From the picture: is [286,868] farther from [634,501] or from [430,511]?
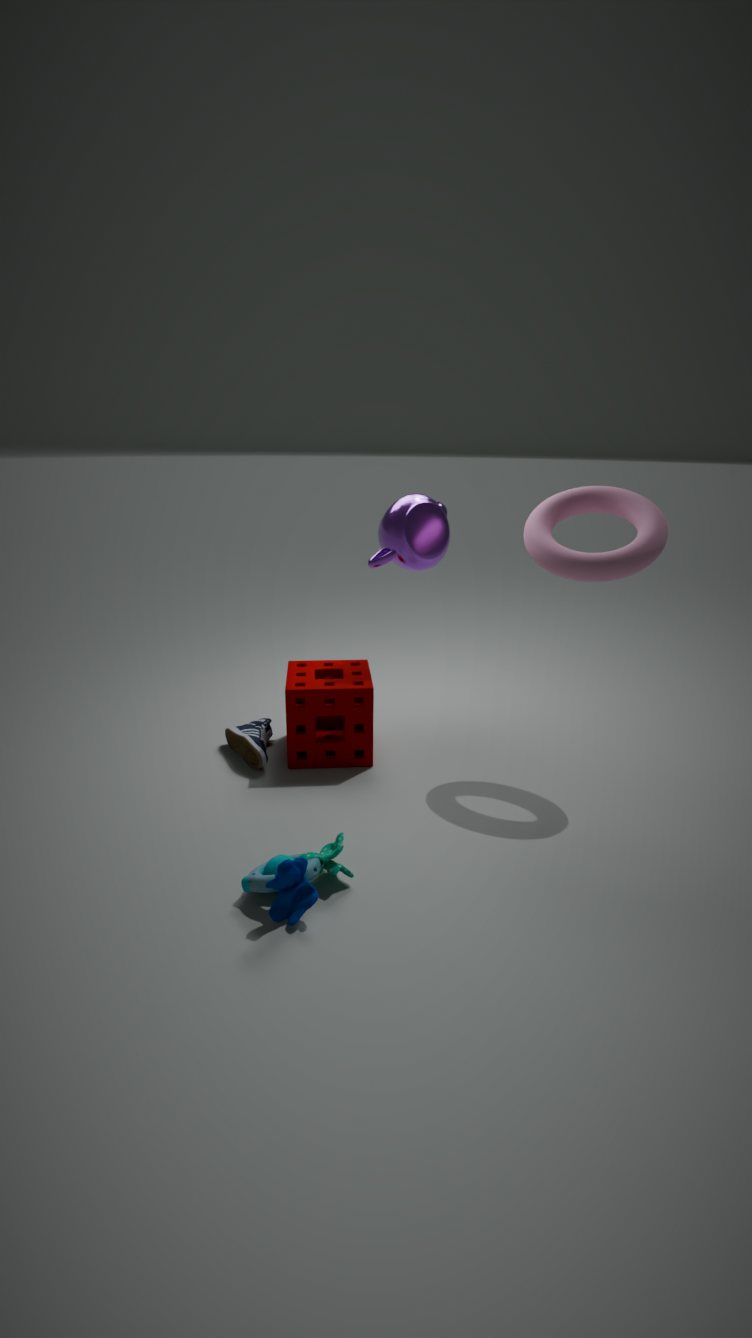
[634,501]
